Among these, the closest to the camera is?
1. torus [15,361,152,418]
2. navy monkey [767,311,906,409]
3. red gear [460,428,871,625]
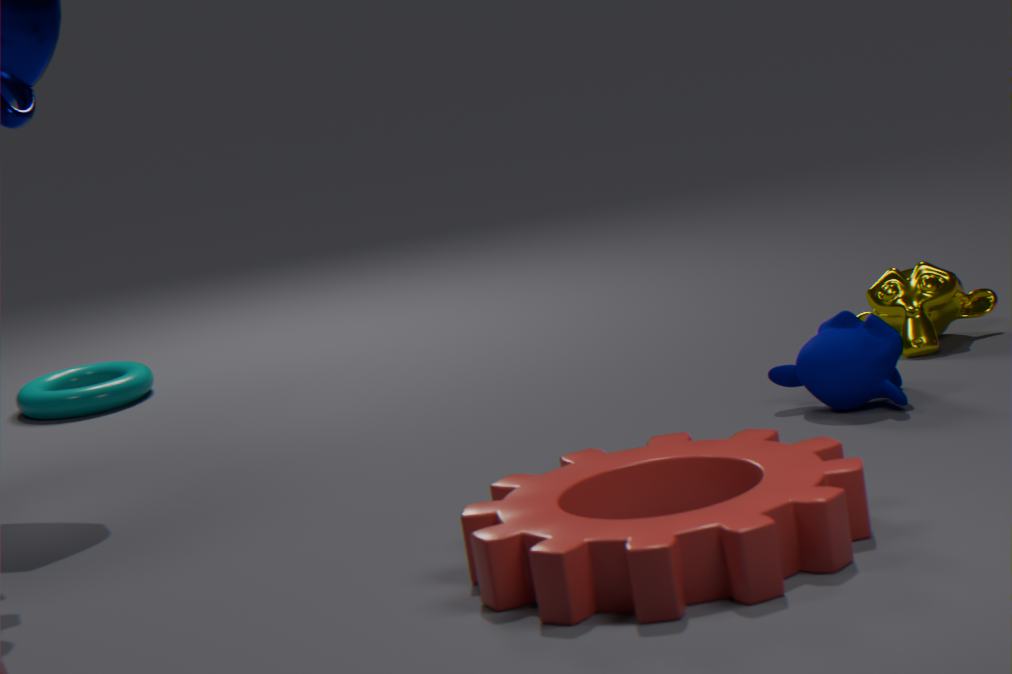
red gear [460,428,871,625]
